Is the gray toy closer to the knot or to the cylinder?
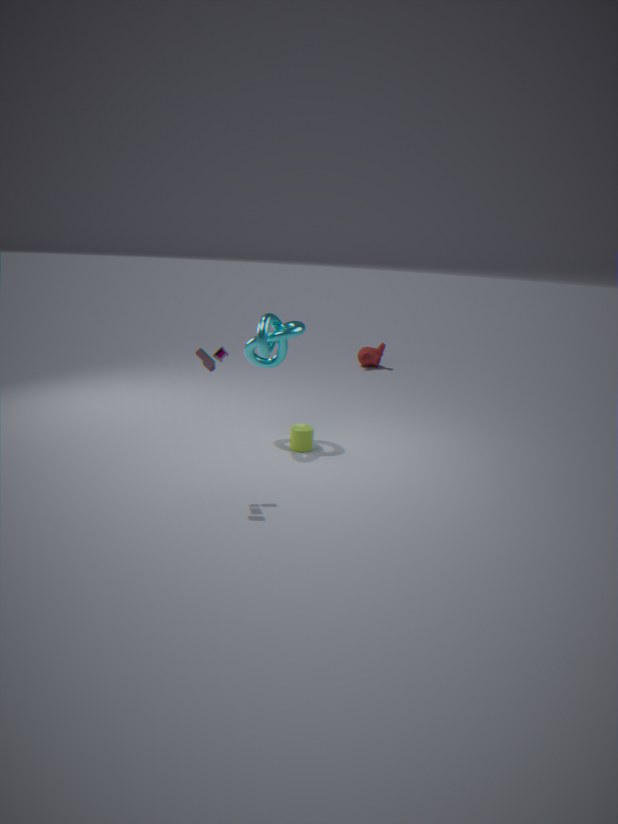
the knot
